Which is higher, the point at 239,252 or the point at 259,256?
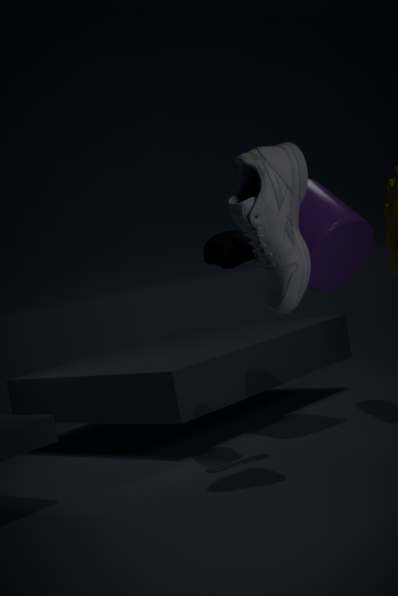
the point at 259,256
